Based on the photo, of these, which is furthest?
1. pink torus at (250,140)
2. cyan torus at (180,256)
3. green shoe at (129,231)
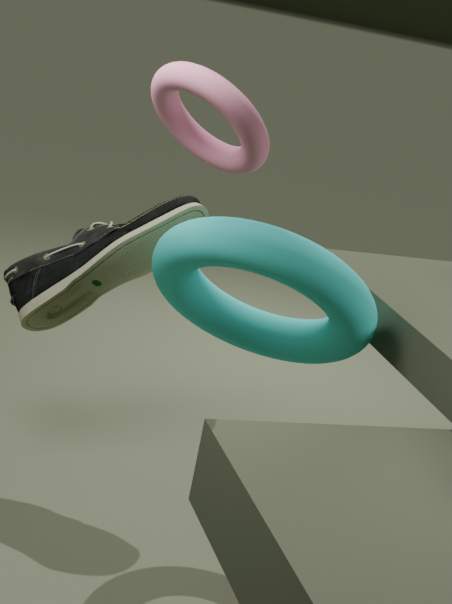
green shoe at (129,231)
